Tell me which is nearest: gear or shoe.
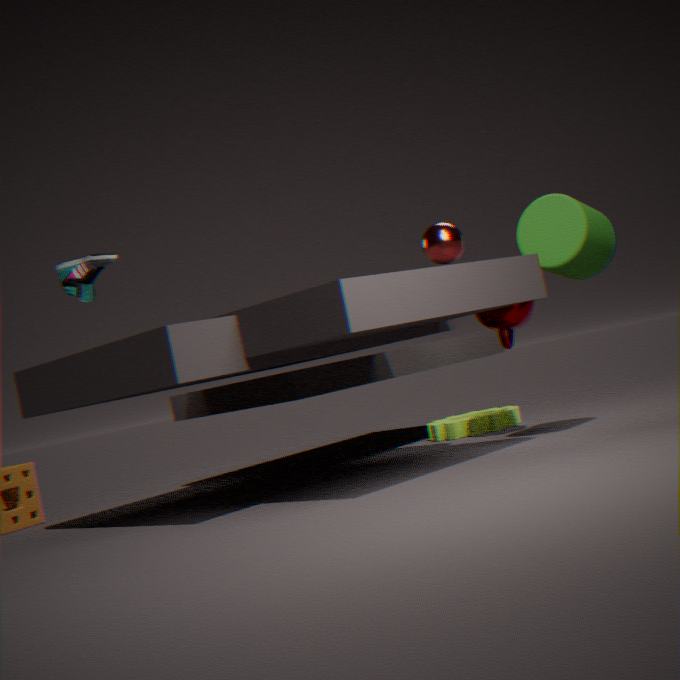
shoe
